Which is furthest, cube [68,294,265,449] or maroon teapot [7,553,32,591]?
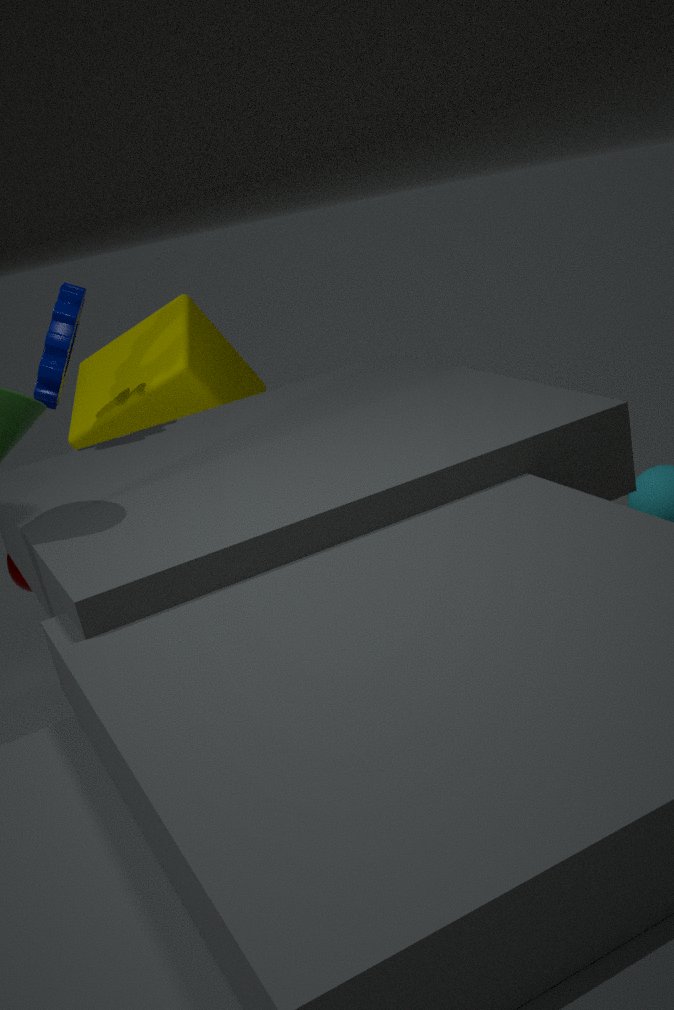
cube [68,294,265,449]
